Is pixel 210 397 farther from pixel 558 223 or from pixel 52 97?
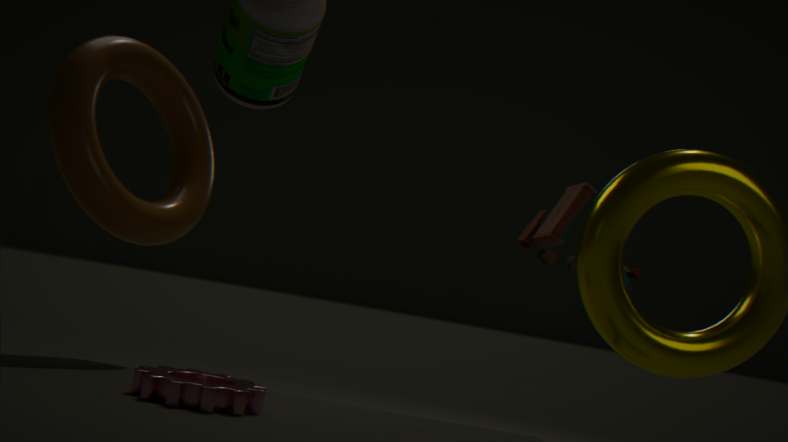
pixel 558 223
